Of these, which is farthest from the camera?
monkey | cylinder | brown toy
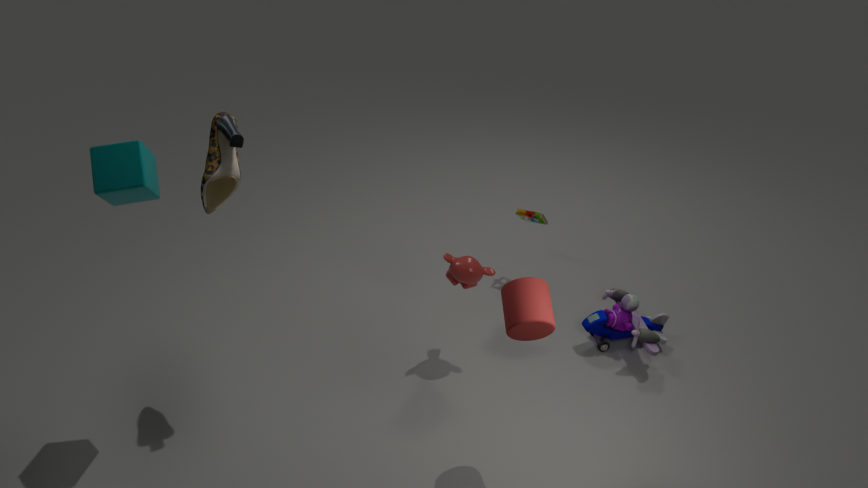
brown toy
